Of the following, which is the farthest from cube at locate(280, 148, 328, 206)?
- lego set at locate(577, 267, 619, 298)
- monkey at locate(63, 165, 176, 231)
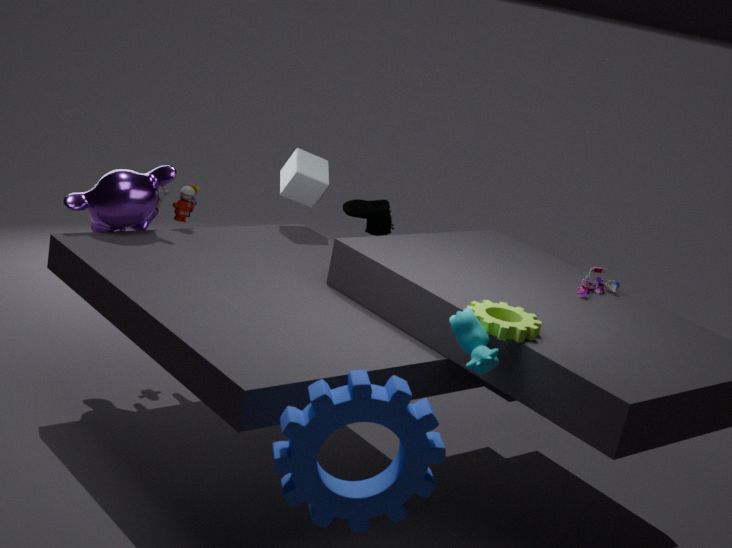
lego set at locate(577, 267, 619, 298)
